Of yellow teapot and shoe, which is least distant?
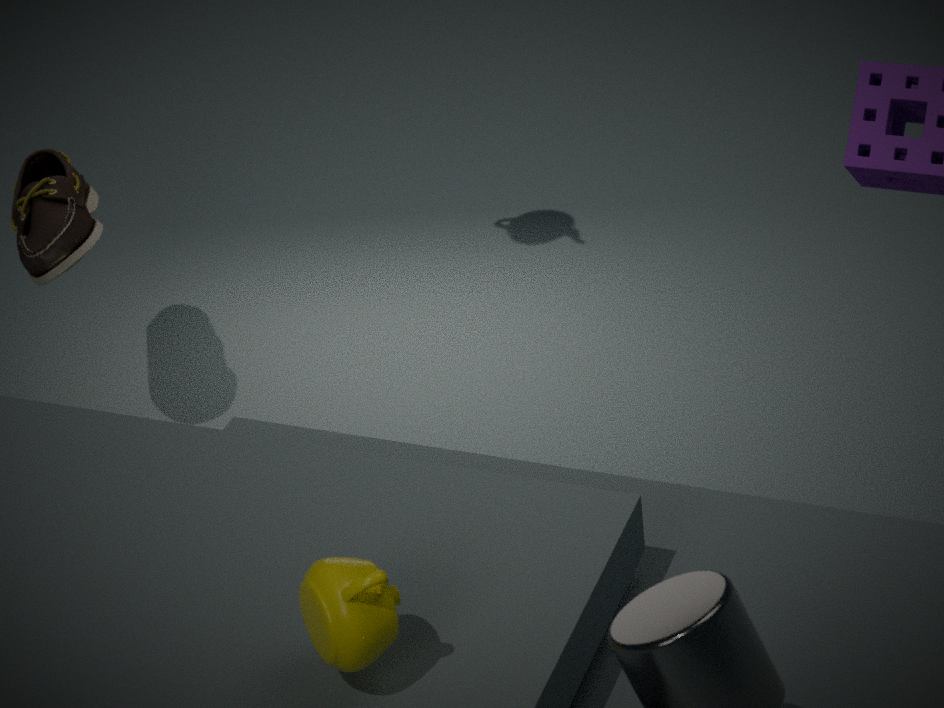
yellow teapot
